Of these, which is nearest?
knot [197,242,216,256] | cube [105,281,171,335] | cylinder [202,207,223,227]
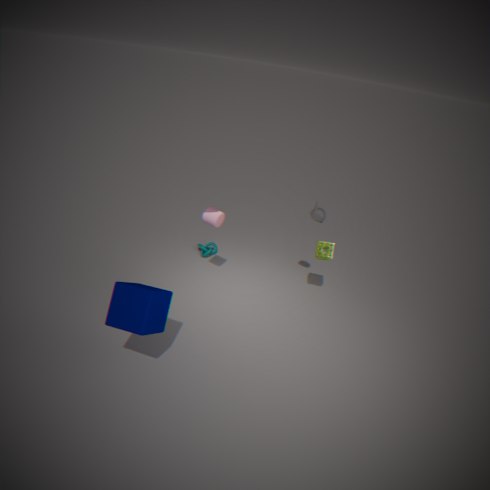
cube [105,281,171,335]
